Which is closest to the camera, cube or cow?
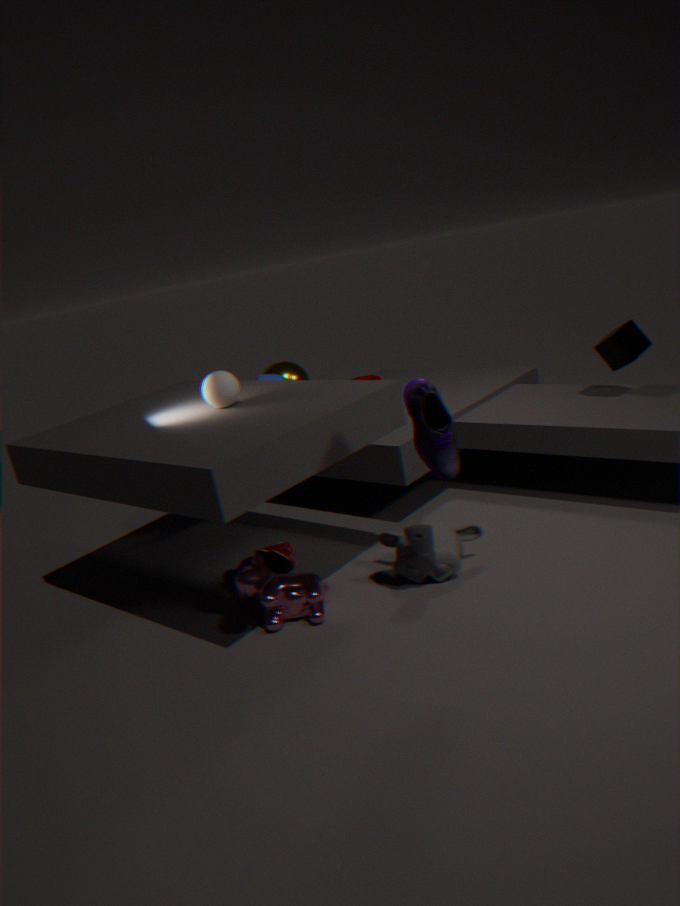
cow
